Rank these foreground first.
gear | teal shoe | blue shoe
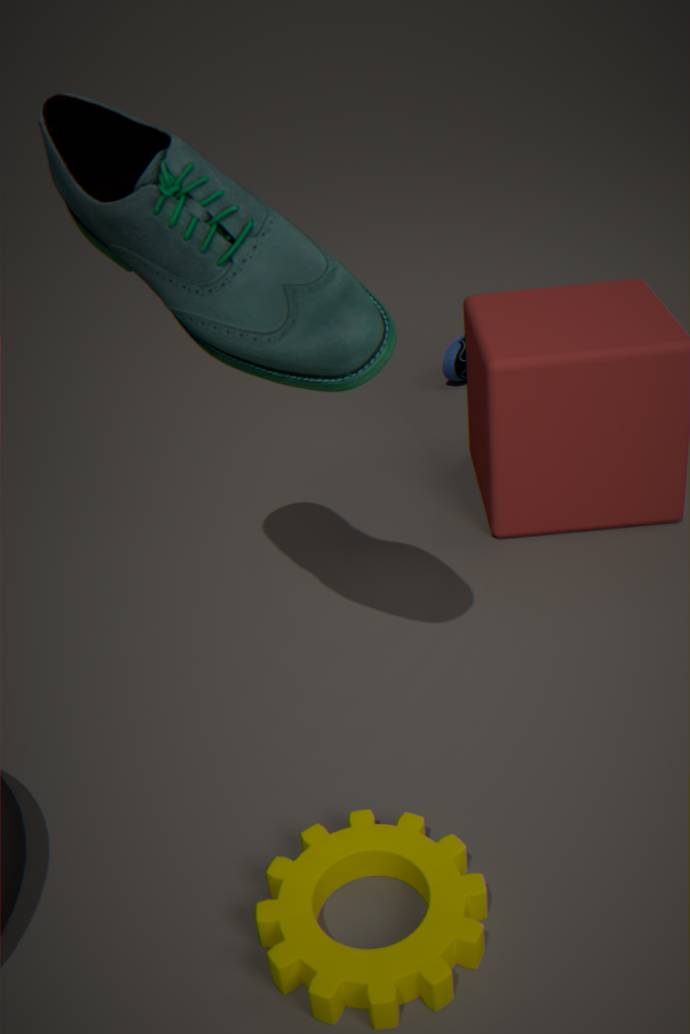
1. gear
2. teal shoe
3. blue shoe
